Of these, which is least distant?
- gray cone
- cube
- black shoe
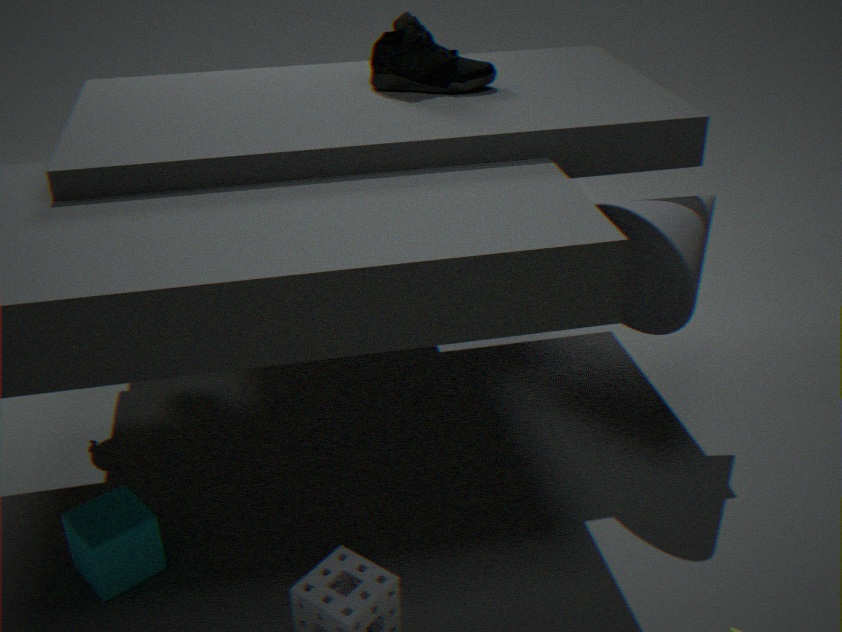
cube
